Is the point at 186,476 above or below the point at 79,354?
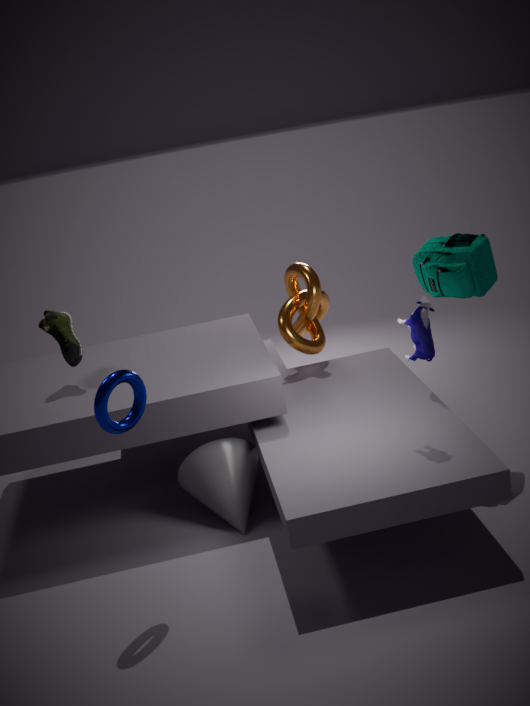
below
